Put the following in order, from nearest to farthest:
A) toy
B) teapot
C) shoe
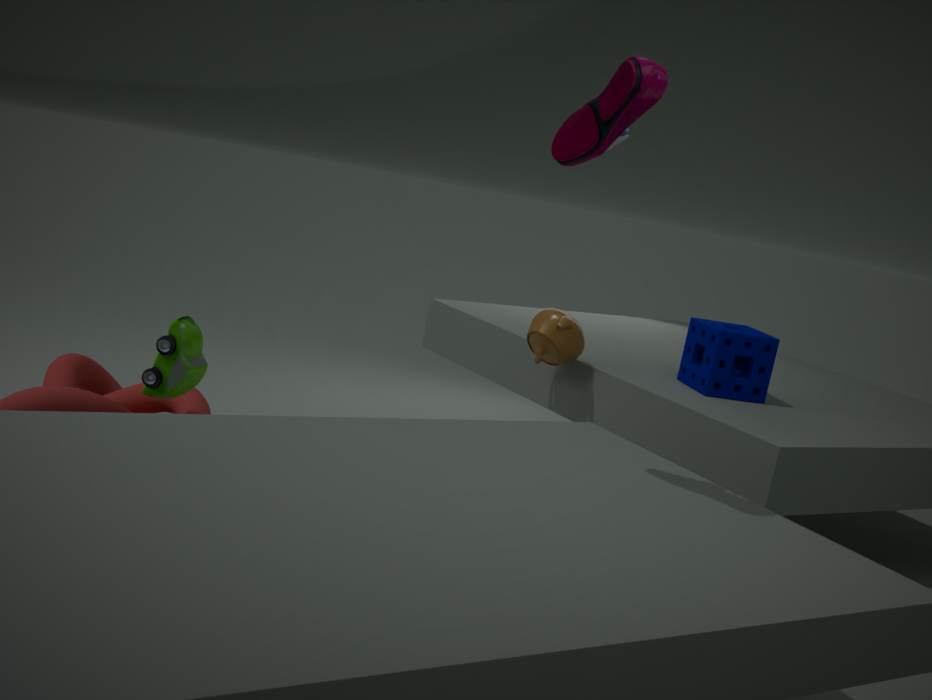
1. shoe
2. toy
3. teapot
